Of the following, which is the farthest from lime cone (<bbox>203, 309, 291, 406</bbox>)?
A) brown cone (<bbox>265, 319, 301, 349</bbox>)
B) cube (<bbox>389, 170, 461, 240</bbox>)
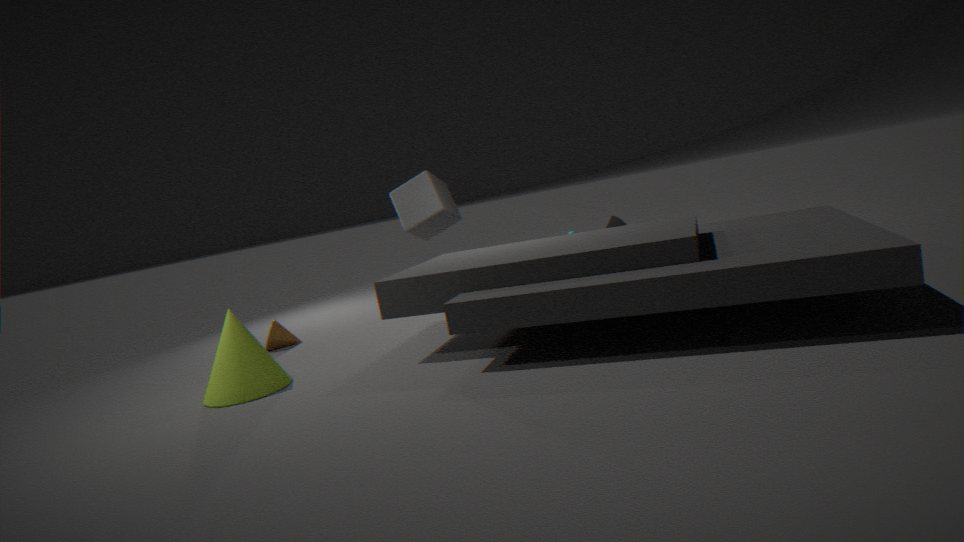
cube (<bbox>389, 170, 461, 240</bbox>)
